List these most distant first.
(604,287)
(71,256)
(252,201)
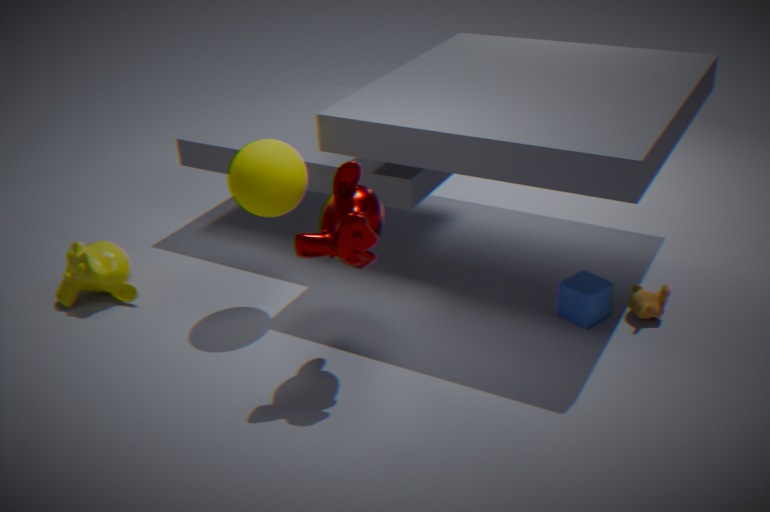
(71,256) < (604,287) < (252,201)
